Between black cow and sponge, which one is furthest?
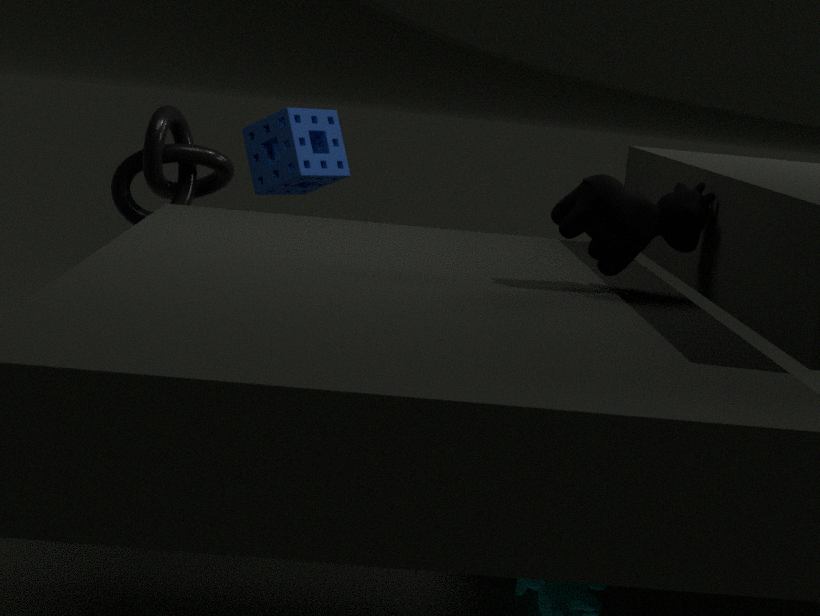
sponge
